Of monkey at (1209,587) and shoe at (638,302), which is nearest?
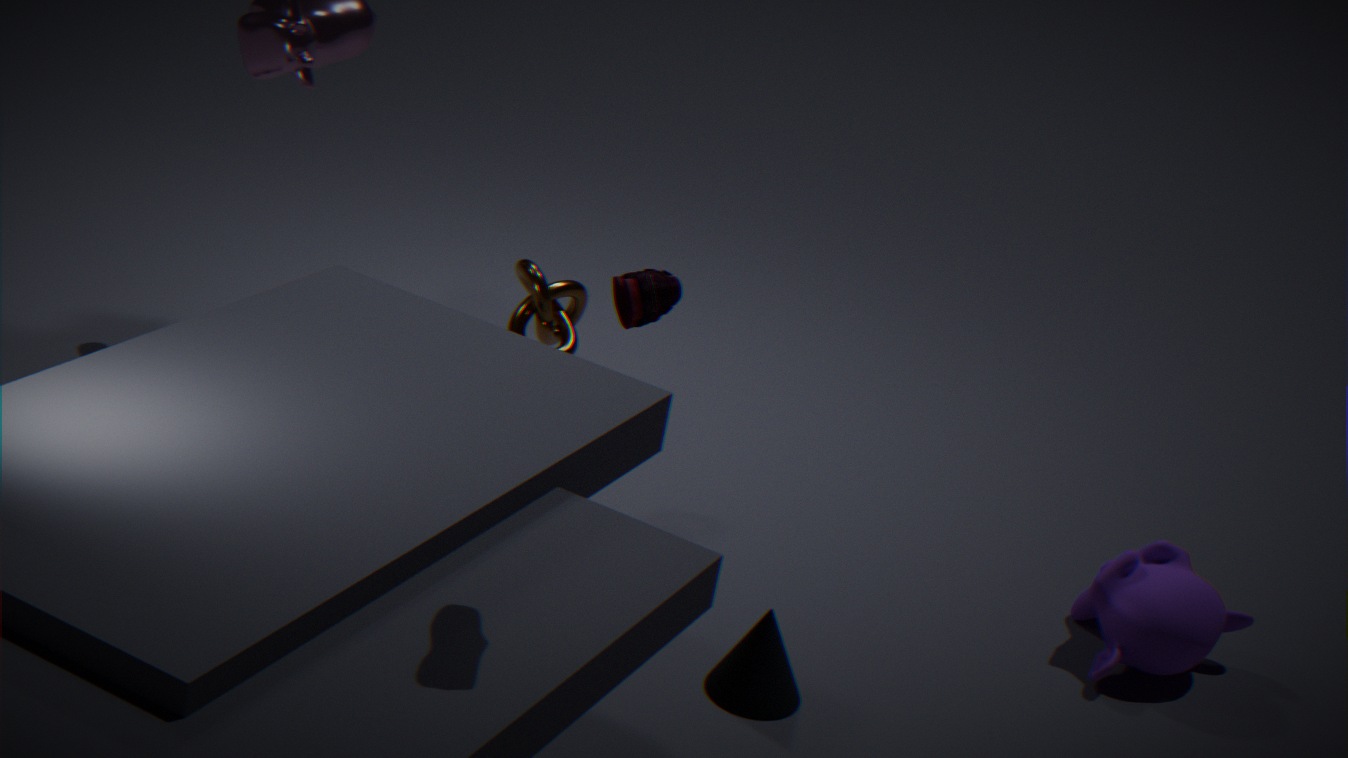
shoe at (638,302)
